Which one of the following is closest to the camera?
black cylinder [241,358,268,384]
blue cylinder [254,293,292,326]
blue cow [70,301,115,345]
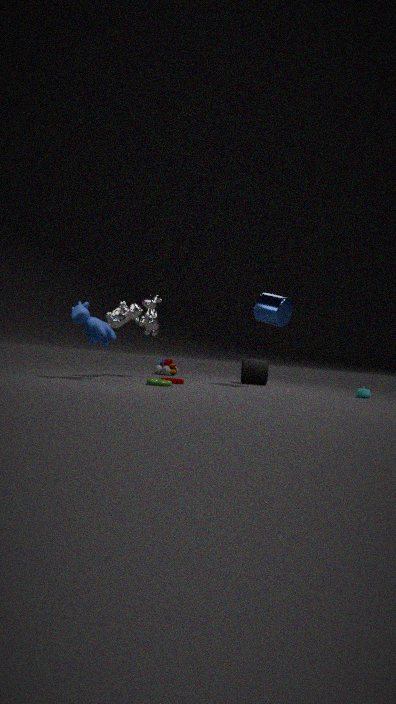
blue cow [70,301,115,345]
